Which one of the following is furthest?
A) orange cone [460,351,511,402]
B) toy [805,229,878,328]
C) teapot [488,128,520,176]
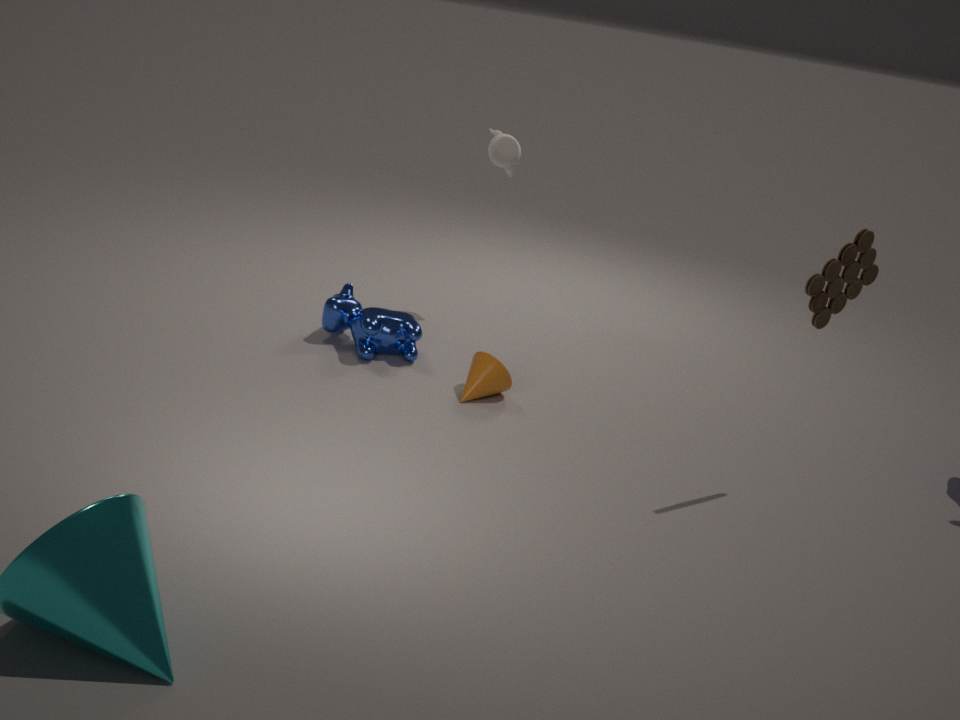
teapot [488,128,520,176]
